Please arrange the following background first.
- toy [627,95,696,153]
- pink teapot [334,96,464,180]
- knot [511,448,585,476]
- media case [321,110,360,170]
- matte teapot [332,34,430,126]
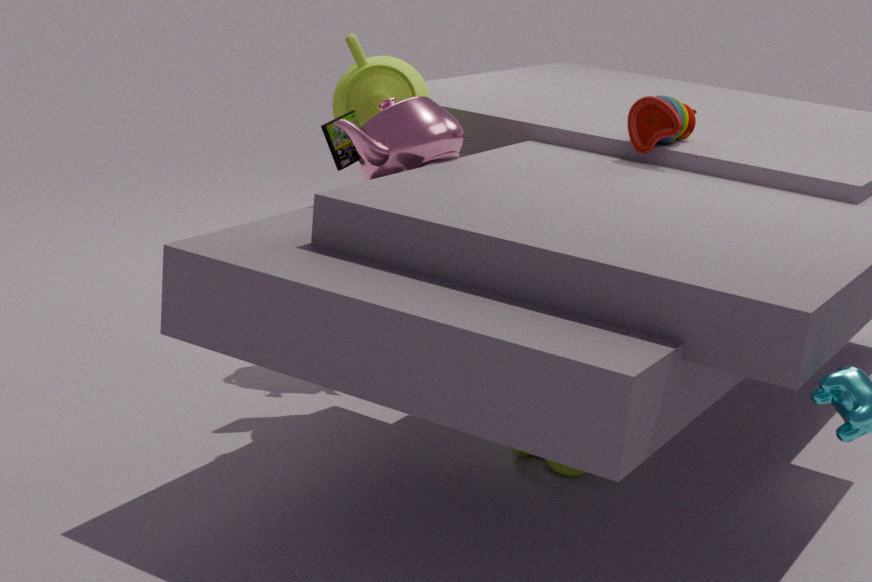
matte teapot [332,34,430,126] → toy [627,95,696,153] → media case [321,110,360,170] → knot [511,448,585,476] → pink teapot [334,96,464,180]
